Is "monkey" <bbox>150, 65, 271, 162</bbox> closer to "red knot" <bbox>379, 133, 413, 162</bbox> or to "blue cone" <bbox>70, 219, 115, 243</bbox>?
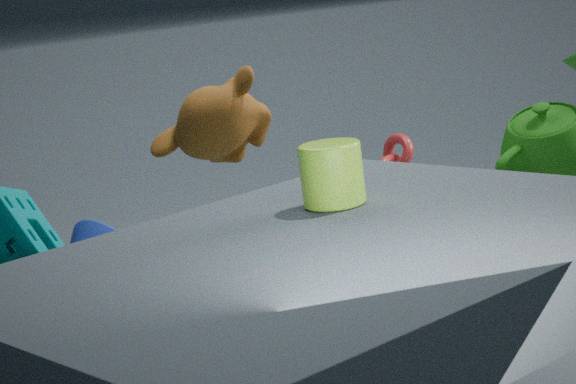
"red knot" <bbox>379, 133, 413, 162</bbox>
